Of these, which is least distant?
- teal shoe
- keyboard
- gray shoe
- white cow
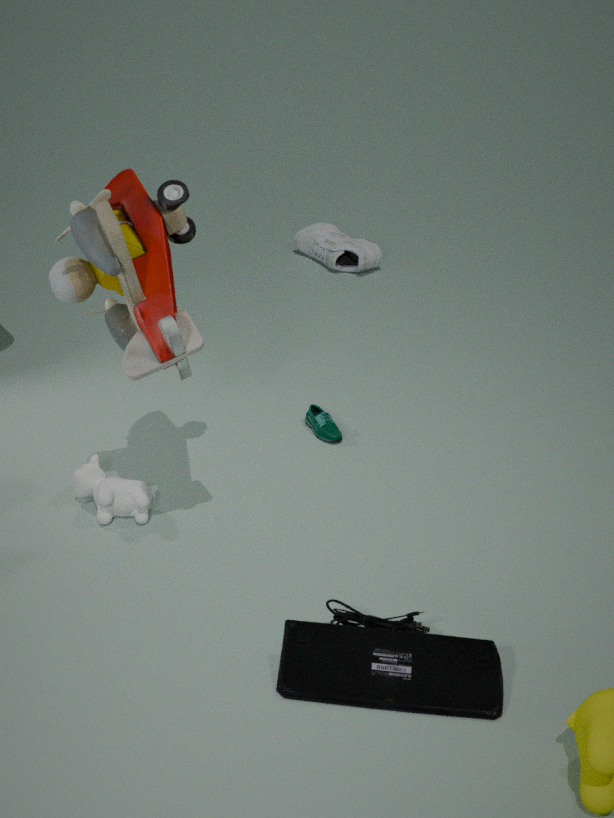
keyboard
